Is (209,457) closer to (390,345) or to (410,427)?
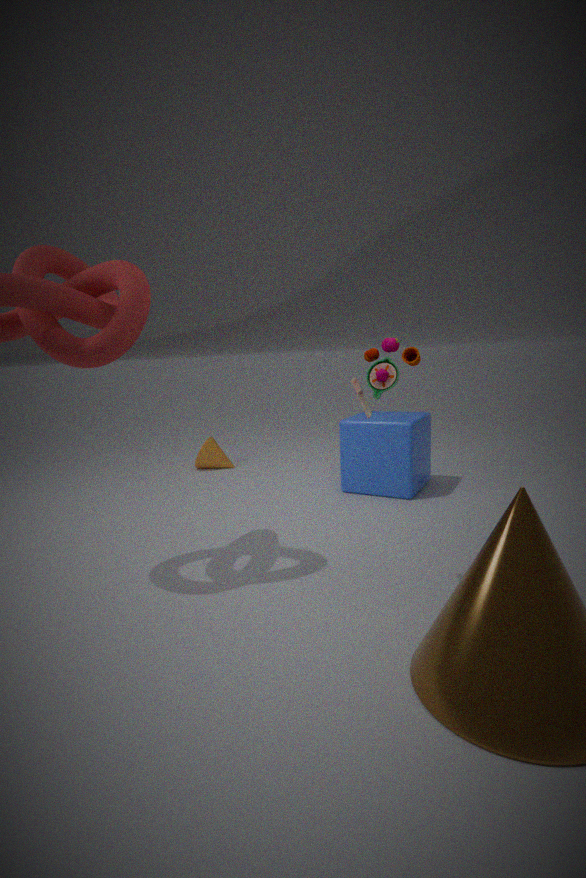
(410,427)
